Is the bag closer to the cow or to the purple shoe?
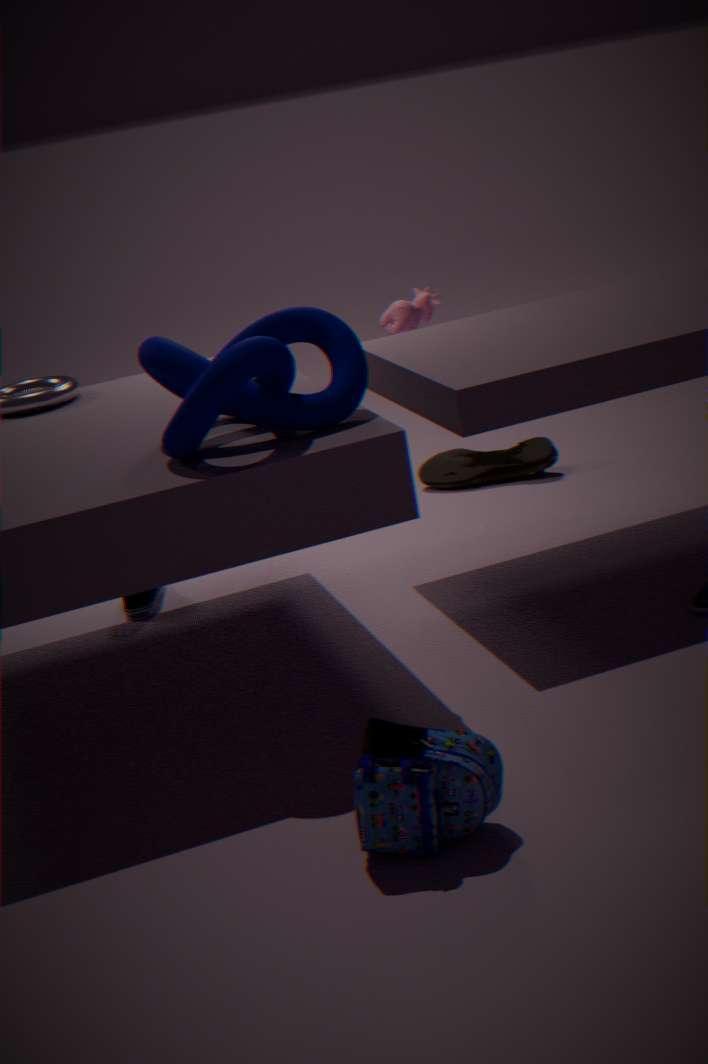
the purple shoe
